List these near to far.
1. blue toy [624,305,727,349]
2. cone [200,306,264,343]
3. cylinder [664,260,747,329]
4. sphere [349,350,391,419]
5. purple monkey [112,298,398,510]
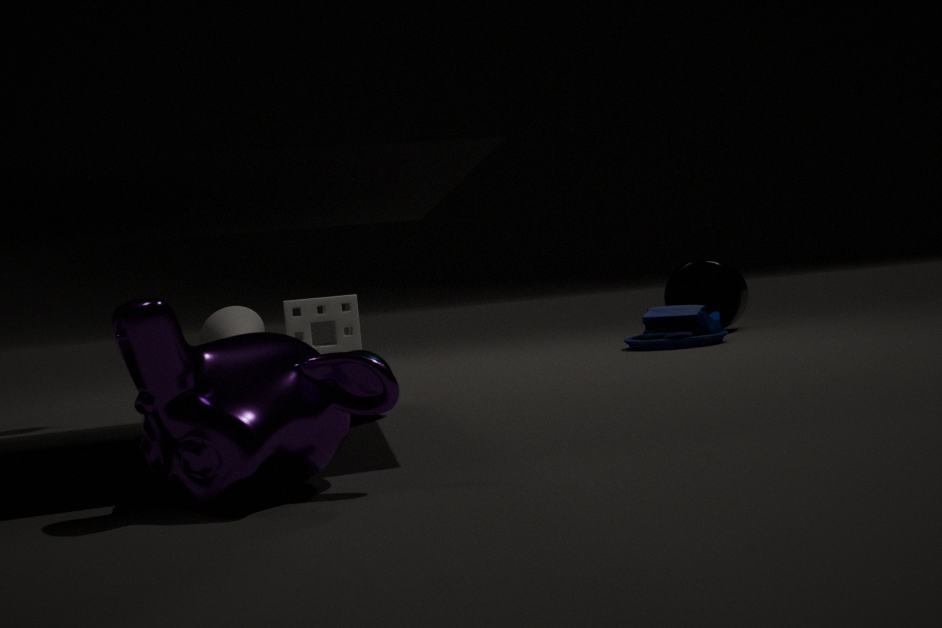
purple monkey [112,298,398,510], sphere [349,350,391,419], blue toy [624,305,727,349], cylinder [664,260,747,329], cone [200,306,264,343]
